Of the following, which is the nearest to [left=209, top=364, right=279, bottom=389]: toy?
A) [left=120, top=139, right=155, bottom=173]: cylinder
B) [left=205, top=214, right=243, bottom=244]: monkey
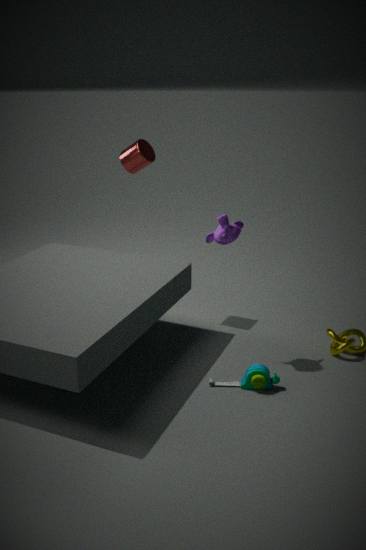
[left=205, top=214, right=243, bottom=244]: monkey
